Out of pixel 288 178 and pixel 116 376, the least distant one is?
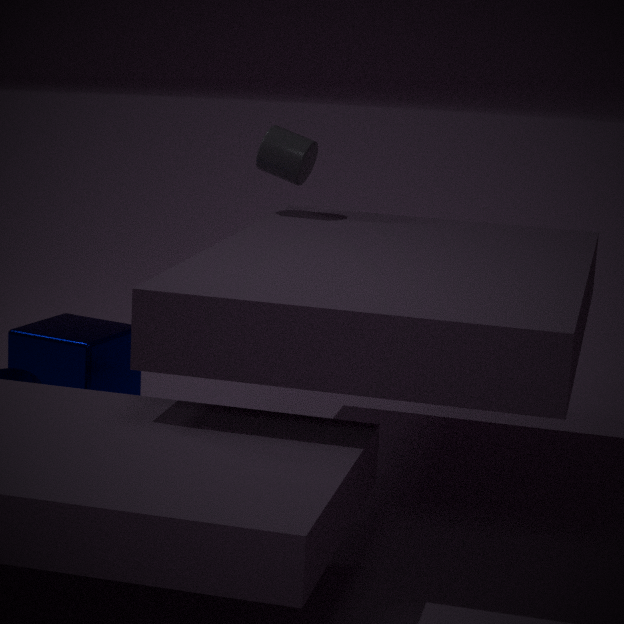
pixel 116 376
